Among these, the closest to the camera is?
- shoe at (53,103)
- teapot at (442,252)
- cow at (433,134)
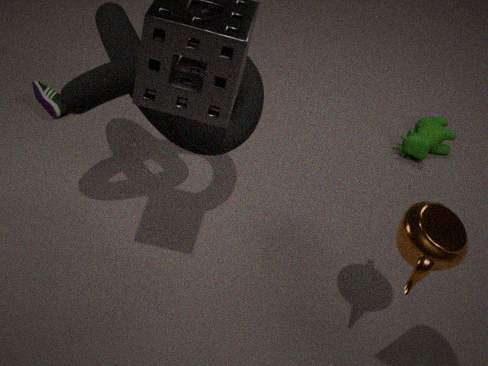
teapot at (442,252)
